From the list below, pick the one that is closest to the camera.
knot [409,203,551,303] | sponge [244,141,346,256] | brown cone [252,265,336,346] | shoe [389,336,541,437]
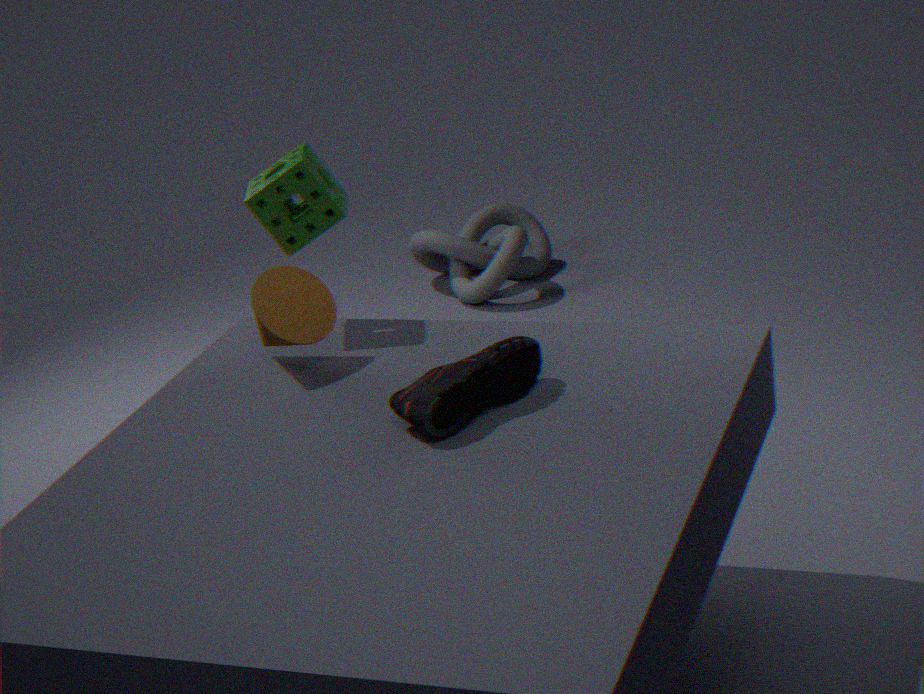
shoe [389,336,541,437]
